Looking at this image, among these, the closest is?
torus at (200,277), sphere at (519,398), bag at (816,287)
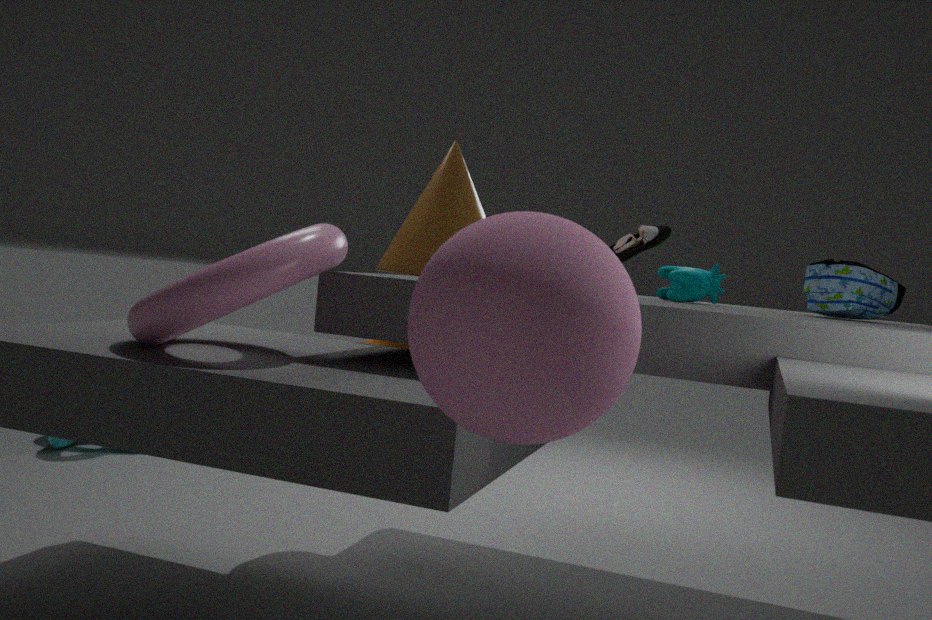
sphere at (519,398)
